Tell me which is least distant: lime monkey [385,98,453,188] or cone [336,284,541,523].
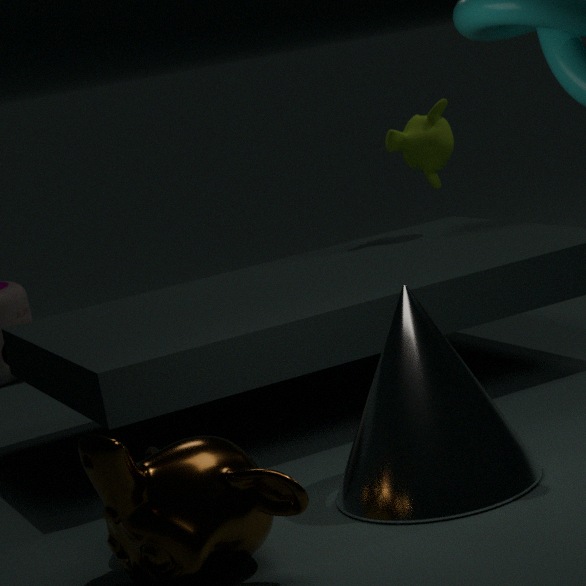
cone [336,284,541,523]
